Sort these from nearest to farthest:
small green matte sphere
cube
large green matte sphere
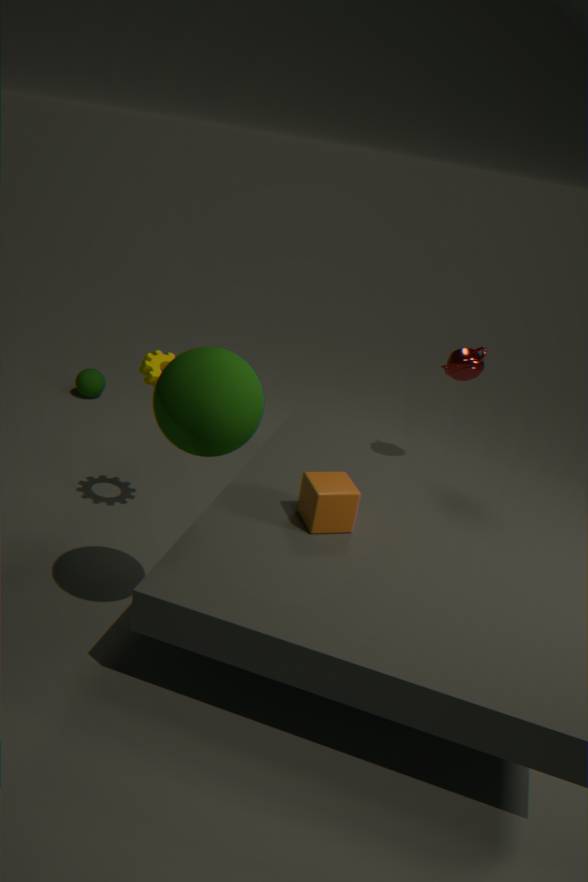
1. large green matte sphere
2. cube
3. small green matte sphere
